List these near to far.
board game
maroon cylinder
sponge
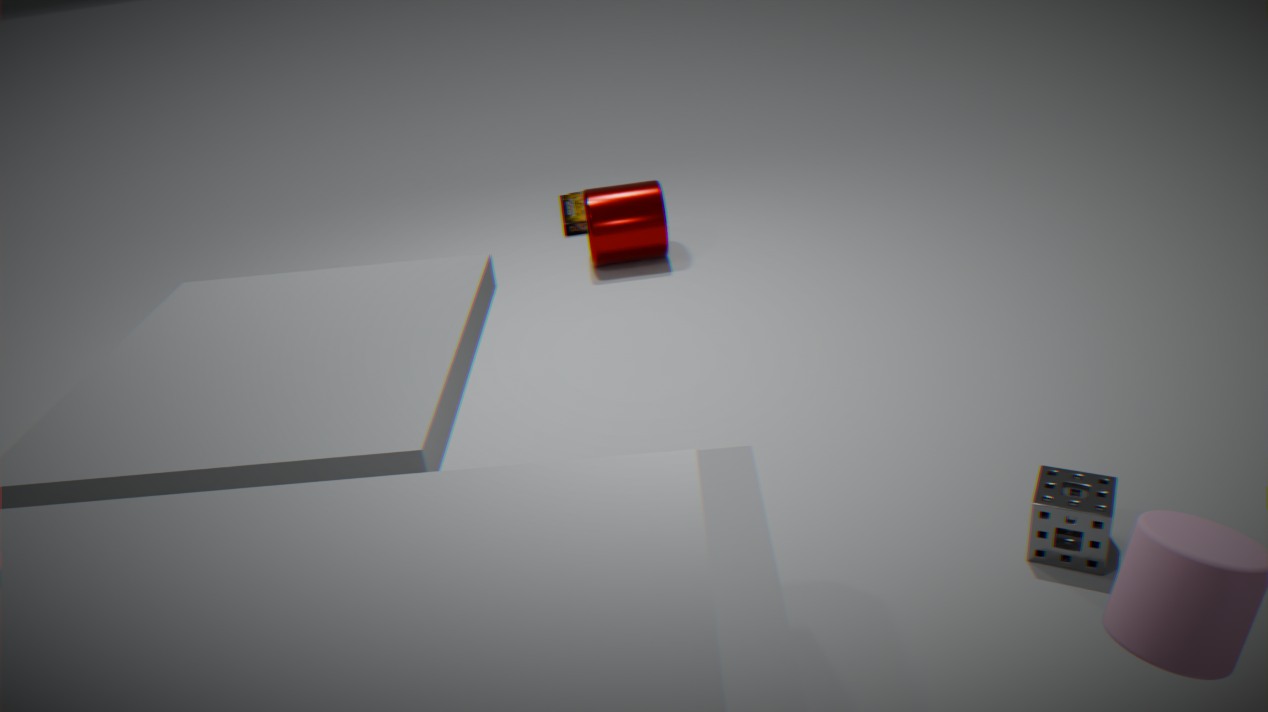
sponge, maroon cylinder, board game
